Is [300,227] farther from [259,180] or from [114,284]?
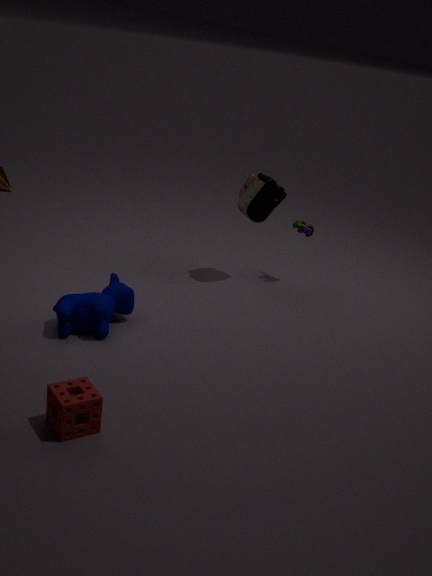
[114,284]
